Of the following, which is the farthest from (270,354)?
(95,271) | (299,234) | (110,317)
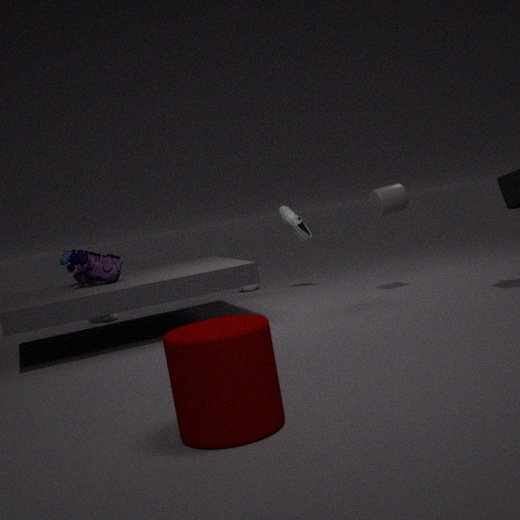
(110,317)
